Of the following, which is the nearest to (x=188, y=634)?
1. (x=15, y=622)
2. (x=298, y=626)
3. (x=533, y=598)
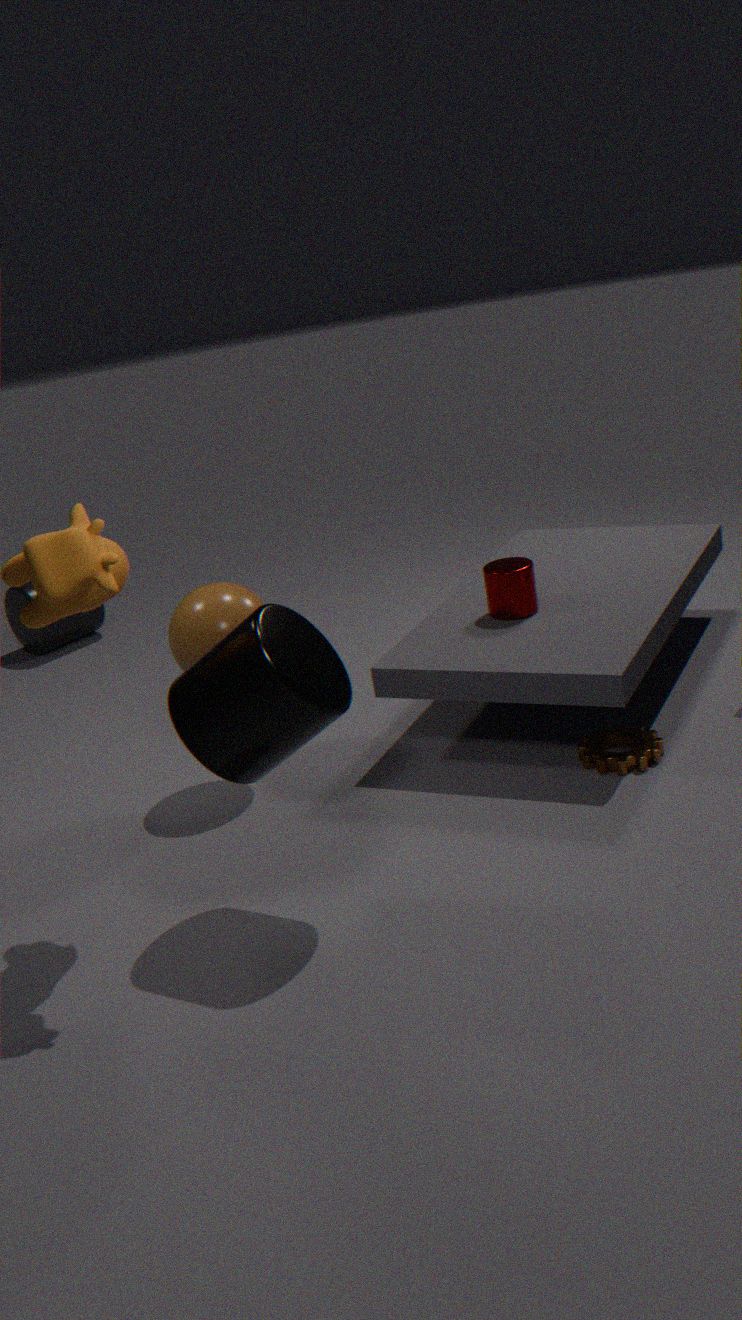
(x=298, y=626)
